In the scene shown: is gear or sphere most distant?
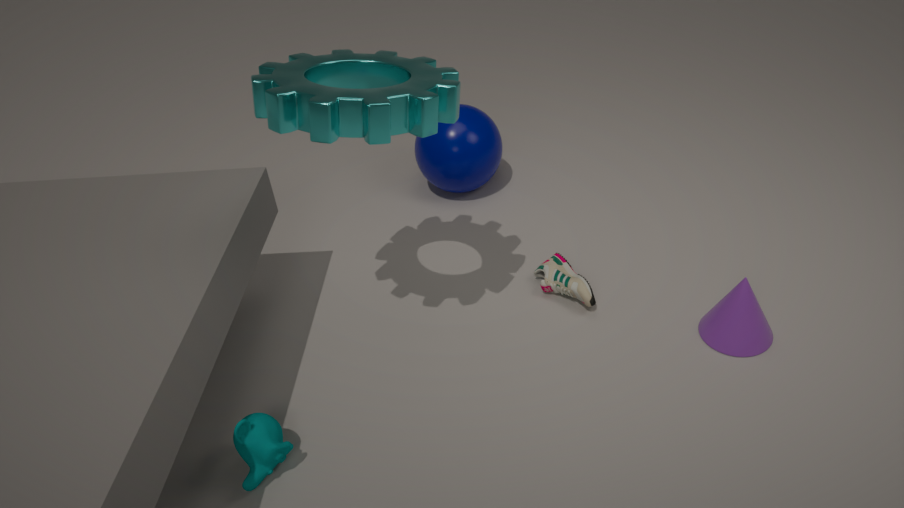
sphere
